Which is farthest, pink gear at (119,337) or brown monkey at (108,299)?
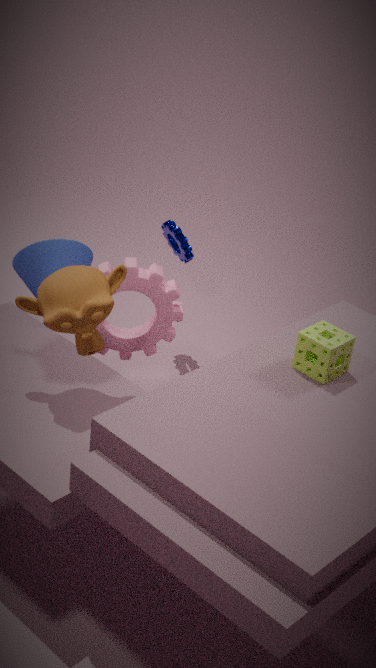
pink gear at (119,337)
